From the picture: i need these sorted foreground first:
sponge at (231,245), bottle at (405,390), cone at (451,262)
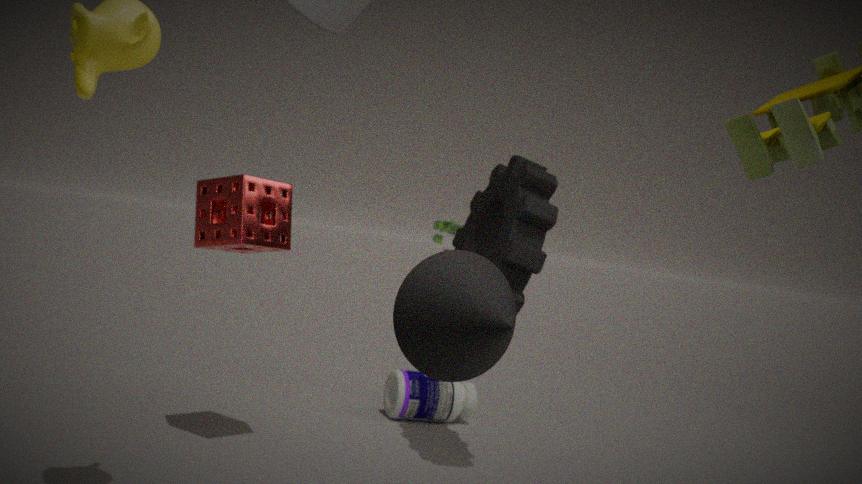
1. cone at (451,262)
2. sponge at (231,245)
3. bottle at (405,390)
